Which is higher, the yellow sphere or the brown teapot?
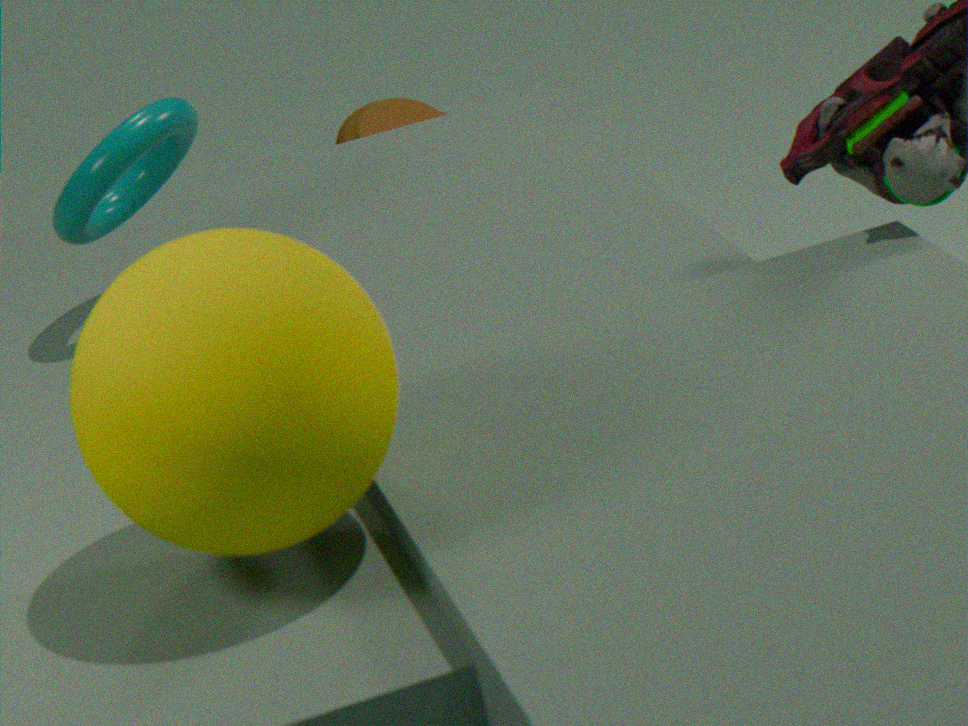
the yellow sphere
